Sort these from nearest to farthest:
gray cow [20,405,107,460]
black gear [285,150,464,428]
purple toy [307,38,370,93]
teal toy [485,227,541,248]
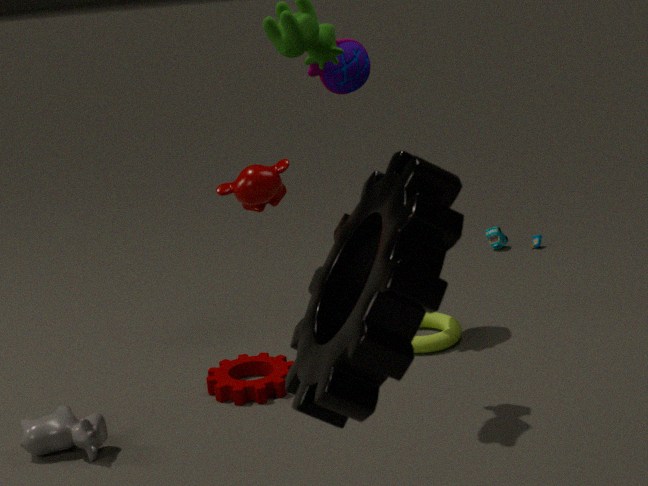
black gear [285,150,464,428], gray cow [20,405,107,460], purple toy [307,38,370,93], teal toy [485,227,541,248]
